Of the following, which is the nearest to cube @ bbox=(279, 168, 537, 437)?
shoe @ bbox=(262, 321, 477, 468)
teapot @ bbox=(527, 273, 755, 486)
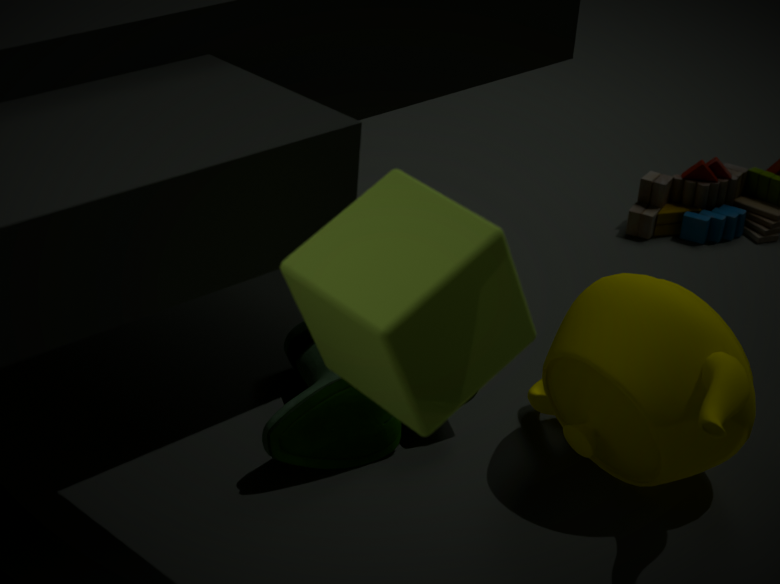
teapot @ bbox=(527, 273, 755, 486)
